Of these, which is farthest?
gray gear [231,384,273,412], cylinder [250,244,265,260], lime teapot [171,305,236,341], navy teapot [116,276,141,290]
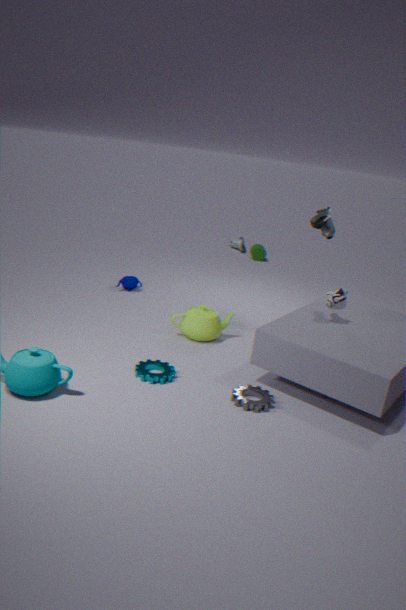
cylinder [250,244,265,260]
